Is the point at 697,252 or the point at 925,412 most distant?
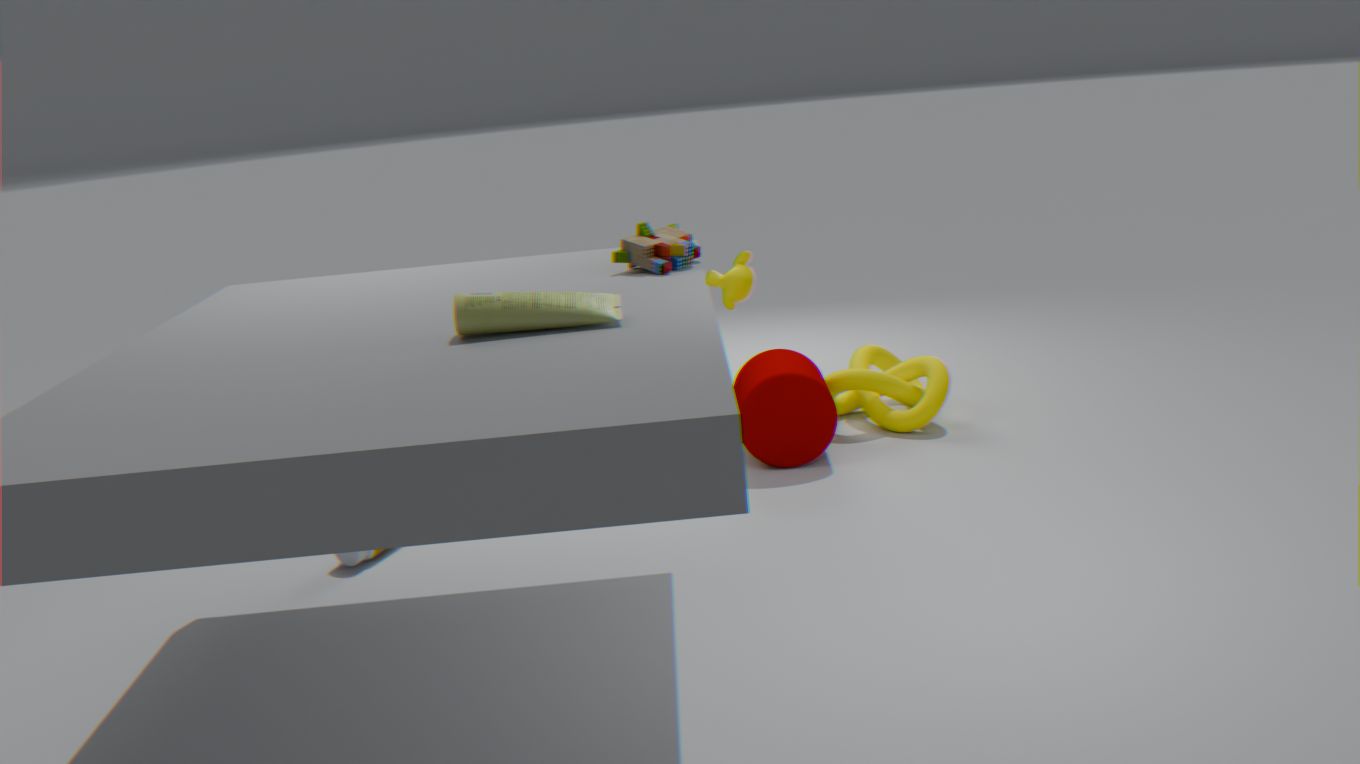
the point at 925,412
